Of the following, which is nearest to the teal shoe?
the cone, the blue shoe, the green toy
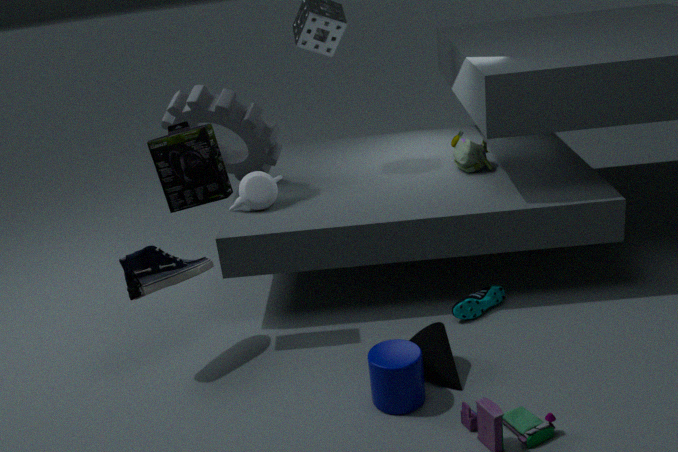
the cone
